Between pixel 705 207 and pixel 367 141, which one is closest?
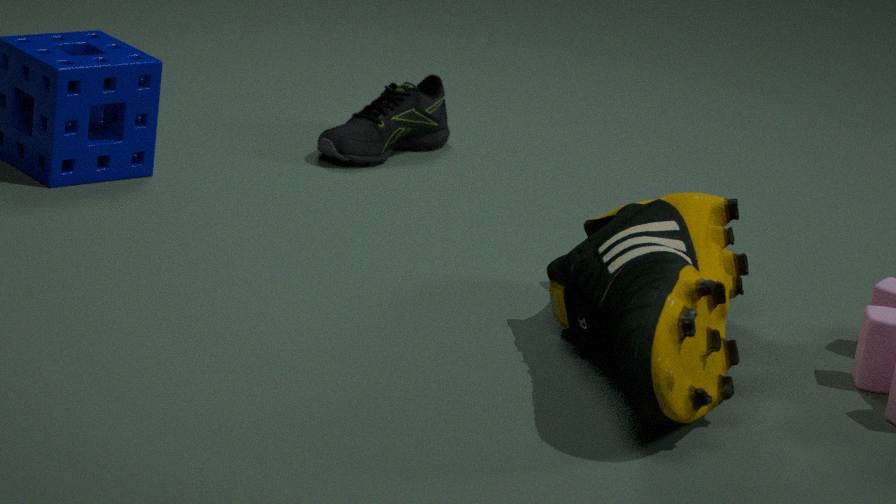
pixel 705 207
